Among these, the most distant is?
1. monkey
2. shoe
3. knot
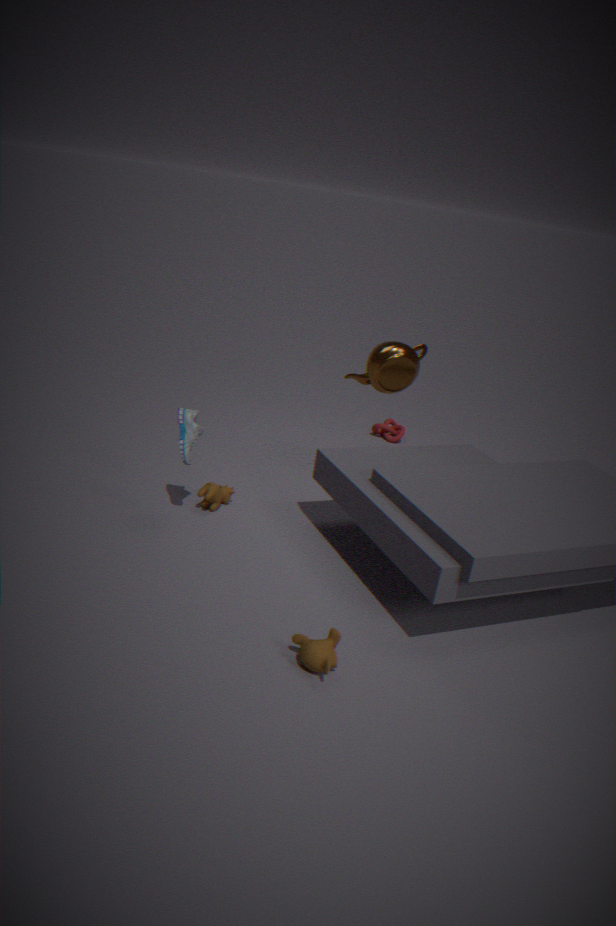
knot
